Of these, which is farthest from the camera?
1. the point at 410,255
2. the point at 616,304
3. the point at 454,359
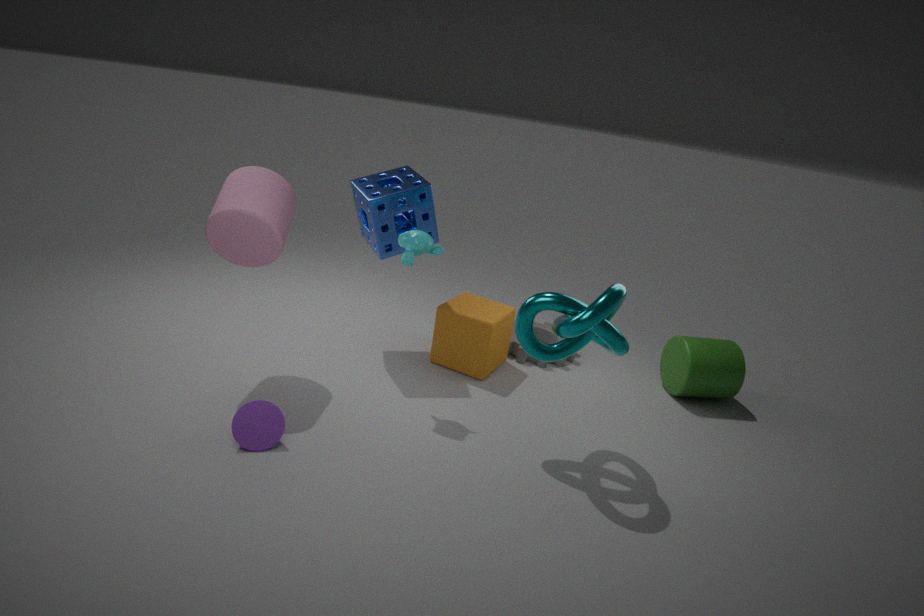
the point at 454,359
